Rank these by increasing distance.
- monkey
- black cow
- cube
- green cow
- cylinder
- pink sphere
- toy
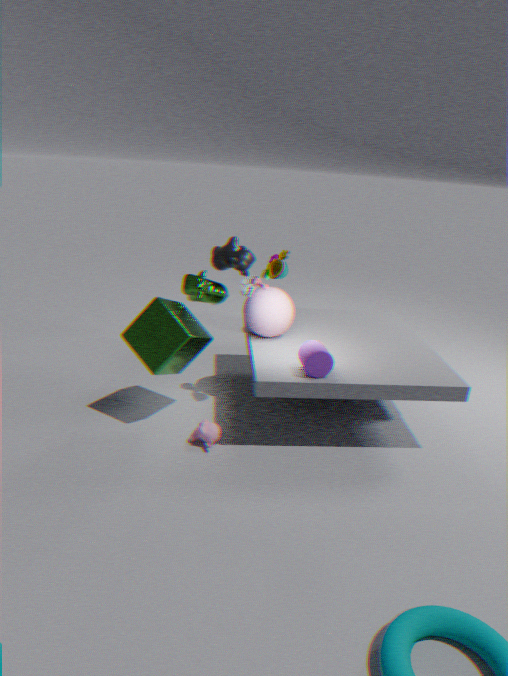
cylinder, cube, monkey, toy, pink sphere, green cow, black cow
